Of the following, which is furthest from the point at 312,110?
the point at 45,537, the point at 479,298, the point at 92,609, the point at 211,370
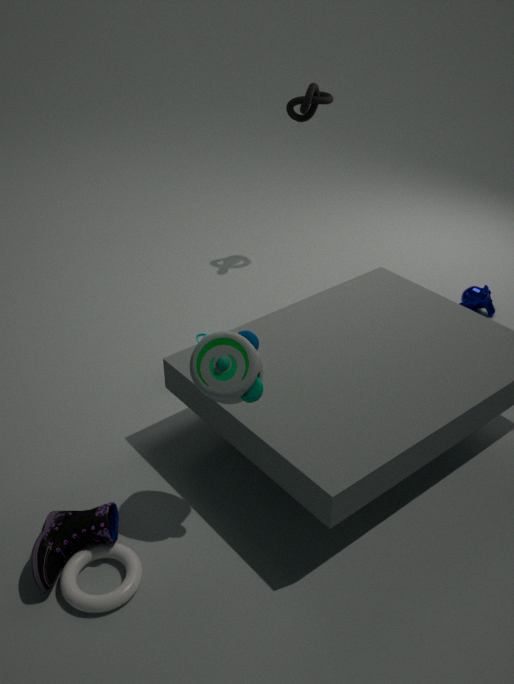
the point at 92,609
